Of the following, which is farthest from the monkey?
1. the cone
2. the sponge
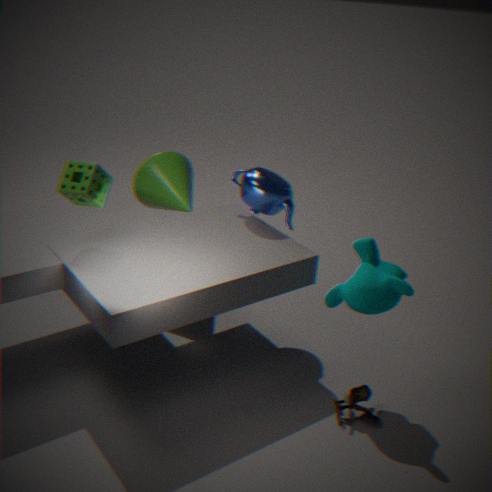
the sponge
